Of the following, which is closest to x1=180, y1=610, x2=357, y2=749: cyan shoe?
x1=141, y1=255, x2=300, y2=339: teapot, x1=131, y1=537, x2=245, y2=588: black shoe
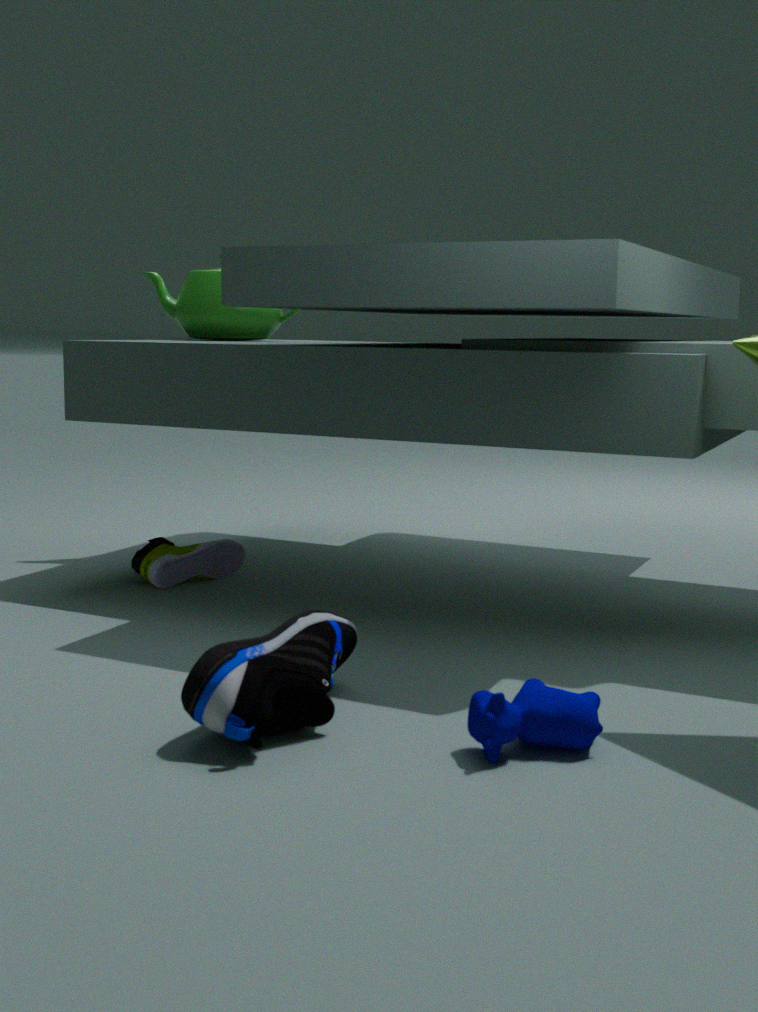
x1=131, y1=537, x2=245, y2=588: black shoe
